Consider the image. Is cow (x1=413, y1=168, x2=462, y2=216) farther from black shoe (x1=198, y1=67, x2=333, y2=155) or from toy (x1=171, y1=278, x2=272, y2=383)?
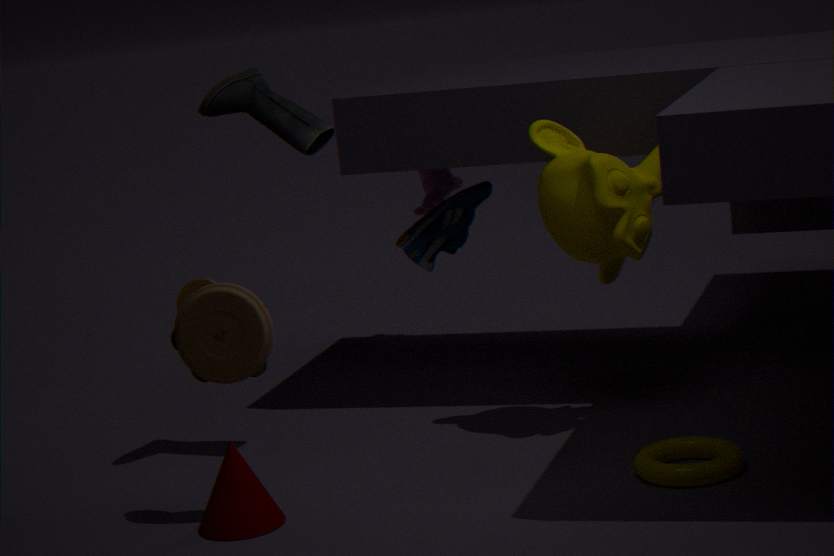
toy (x1=171, y1=278, x2=272, y2=383)
